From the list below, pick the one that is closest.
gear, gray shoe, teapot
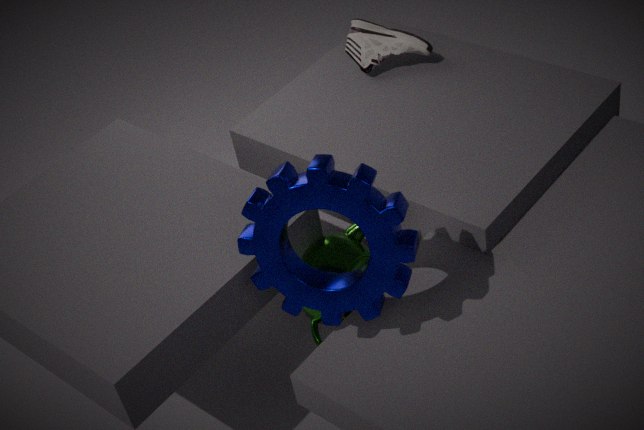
gear
